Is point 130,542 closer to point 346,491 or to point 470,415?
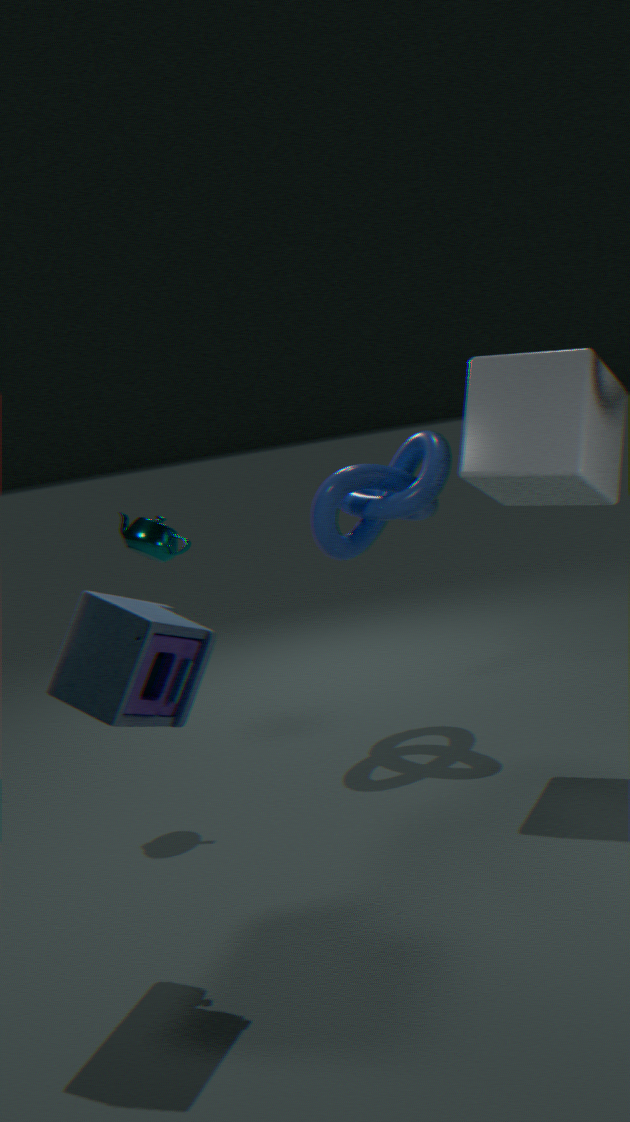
point 346,491
